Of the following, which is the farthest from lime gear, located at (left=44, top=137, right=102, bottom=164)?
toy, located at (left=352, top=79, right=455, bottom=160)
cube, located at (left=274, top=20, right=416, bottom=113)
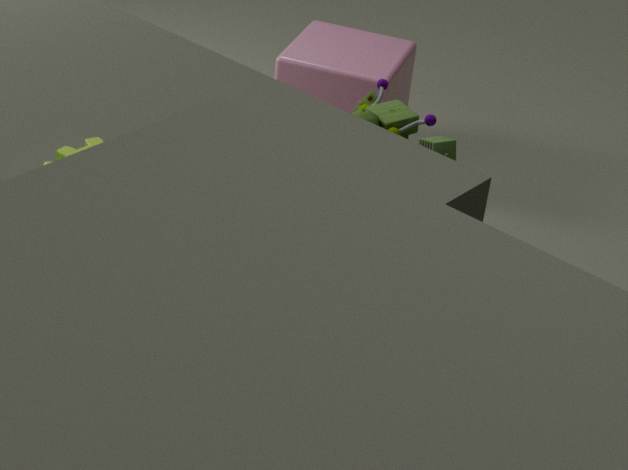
cube, located at (left=274, top=20, right=416, bottom=113)
